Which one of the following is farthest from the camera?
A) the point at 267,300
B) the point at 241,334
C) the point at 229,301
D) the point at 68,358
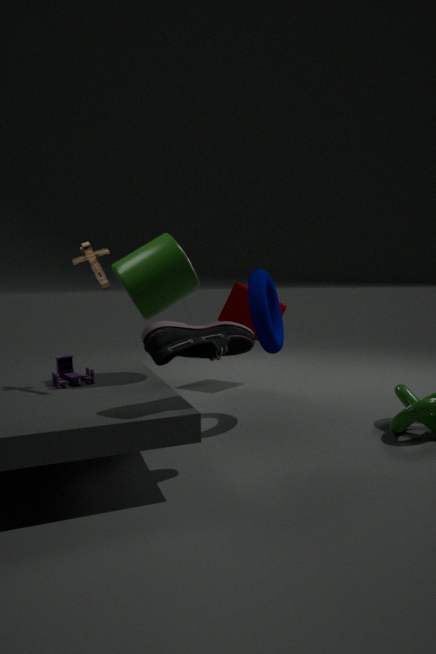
the point at 229,301
